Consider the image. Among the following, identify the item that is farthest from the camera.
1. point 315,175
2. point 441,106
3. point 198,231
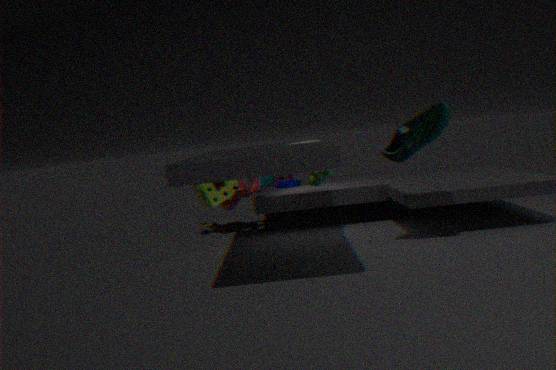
point 198,231
